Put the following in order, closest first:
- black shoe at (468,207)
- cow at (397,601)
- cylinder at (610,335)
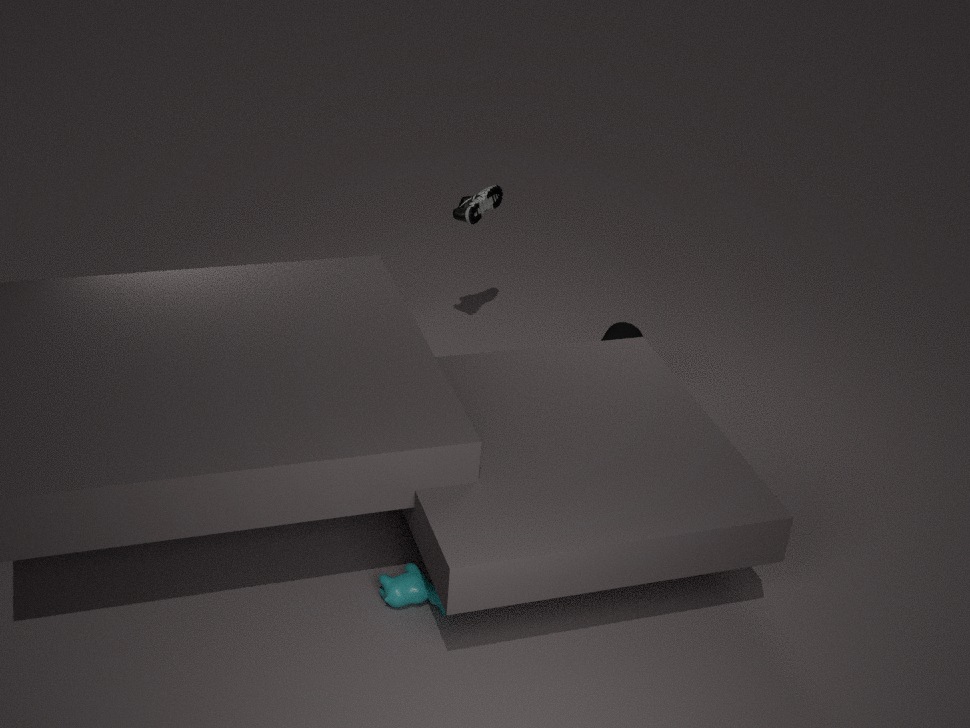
cow at (397,601), black shoe at (468,207), cylinder at (610,335)
